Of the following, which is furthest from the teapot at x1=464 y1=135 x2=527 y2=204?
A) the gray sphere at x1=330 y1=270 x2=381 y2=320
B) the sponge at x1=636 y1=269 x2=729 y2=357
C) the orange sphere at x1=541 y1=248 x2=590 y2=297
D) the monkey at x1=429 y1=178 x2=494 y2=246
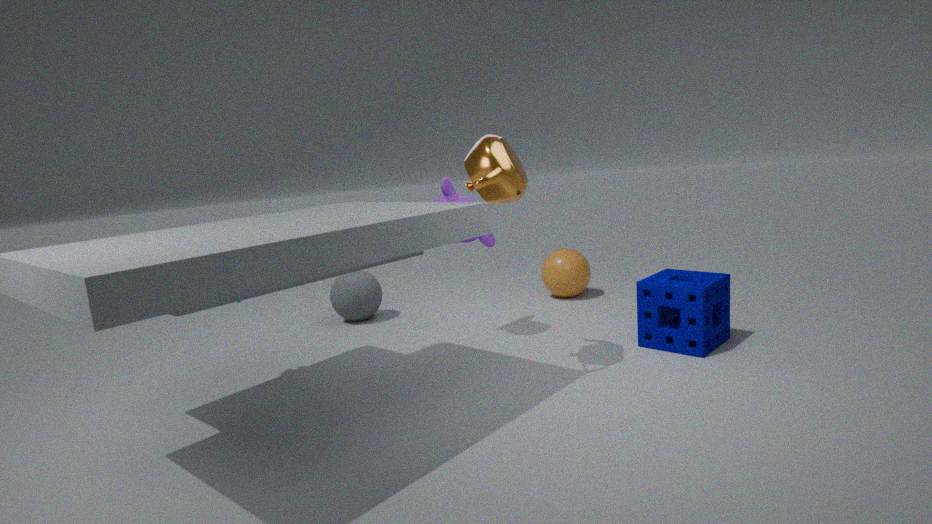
the gray sphere at x1=330 y1=270 x2=381 y2=320
